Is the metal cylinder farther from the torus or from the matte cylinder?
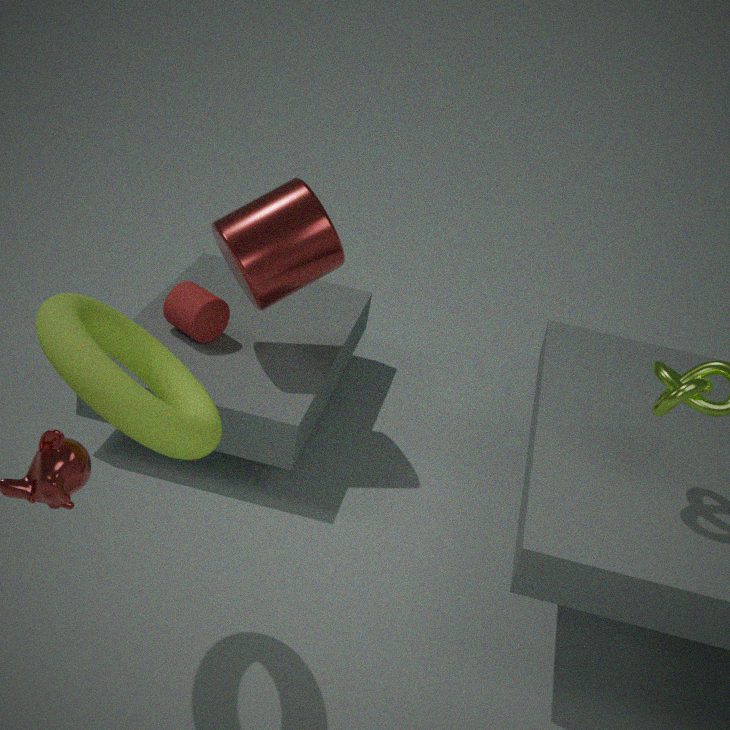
the torus
